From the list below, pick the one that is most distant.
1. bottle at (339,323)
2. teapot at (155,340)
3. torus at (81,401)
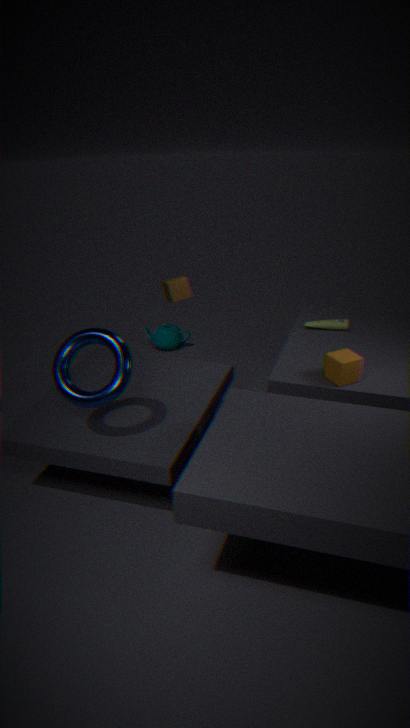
teapot at (155,340)
